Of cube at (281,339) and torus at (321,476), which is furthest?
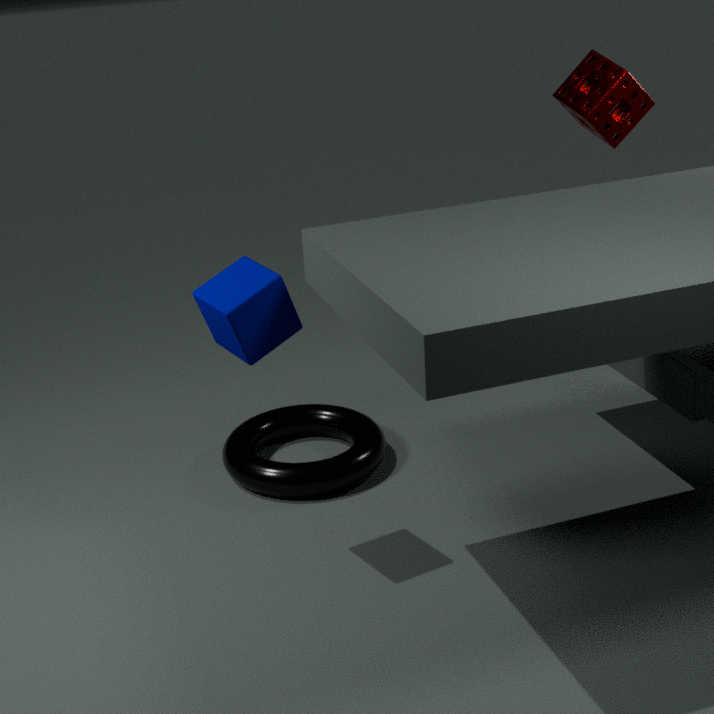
torus at (321,476)
